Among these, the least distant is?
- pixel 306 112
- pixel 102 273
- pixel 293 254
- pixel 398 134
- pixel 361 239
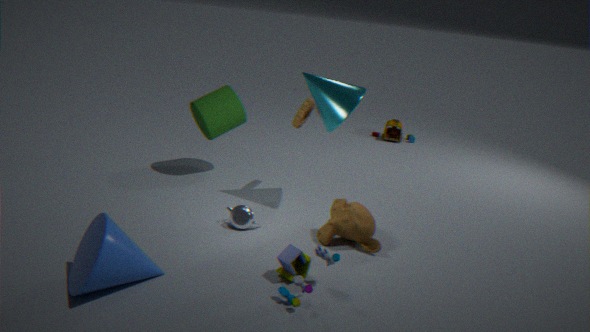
pixel 102 273
